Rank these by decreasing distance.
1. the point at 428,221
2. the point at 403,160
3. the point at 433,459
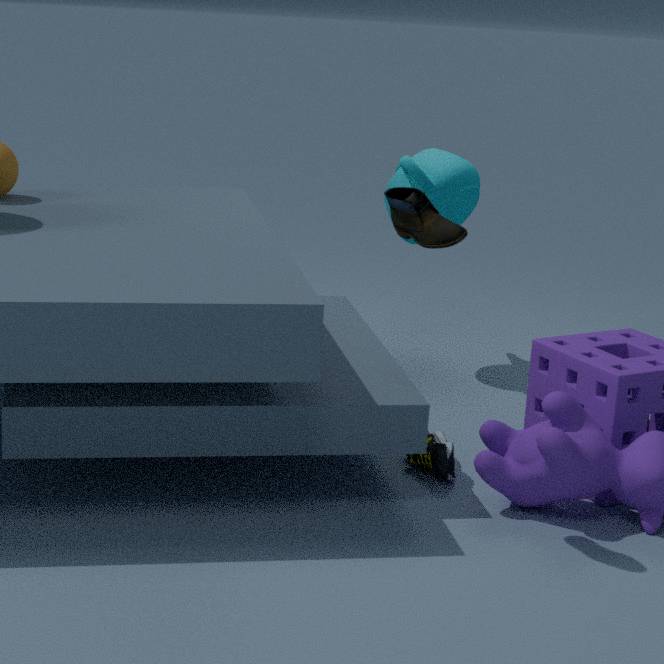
the point at 403,160 → the point at 433,459 → the point at 428,221
